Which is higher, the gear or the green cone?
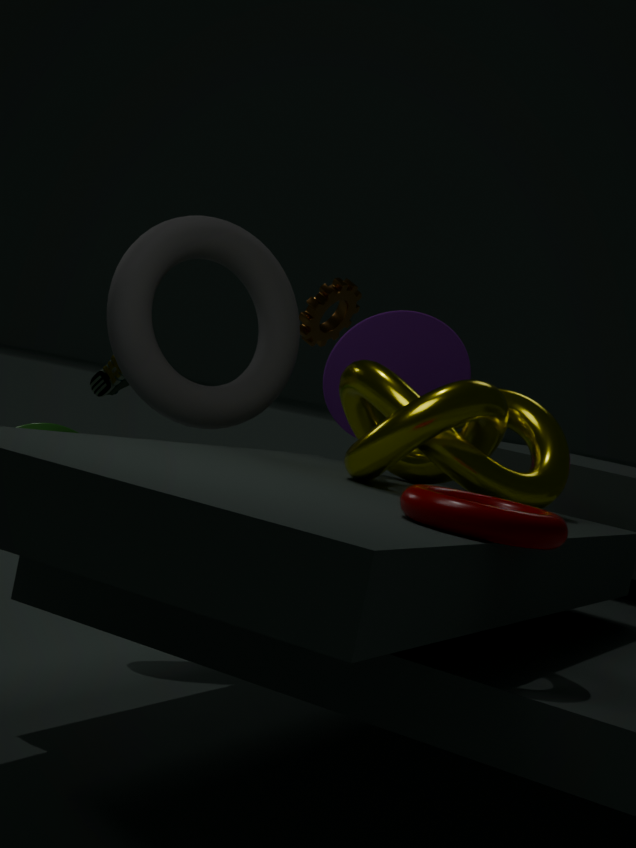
the gear
